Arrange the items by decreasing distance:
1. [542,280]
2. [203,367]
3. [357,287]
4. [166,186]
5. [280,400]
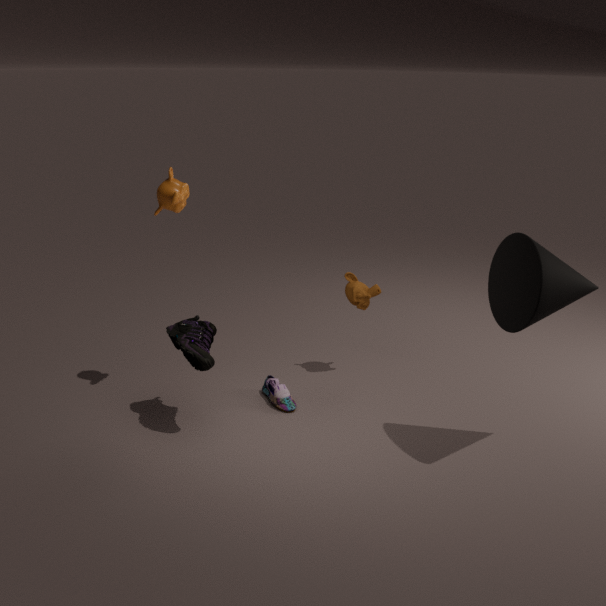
1. [357,287]
2. [280,400]
3. [166,186]
4. [203,367]
5. [542,280]
